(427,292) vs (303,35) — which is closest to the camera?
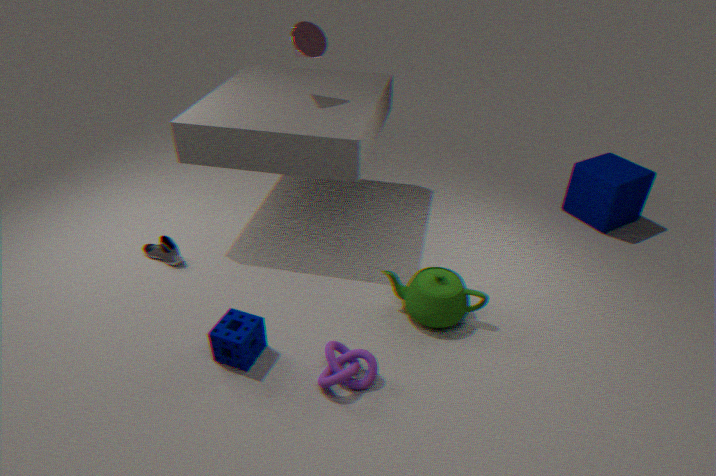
(427,292)
